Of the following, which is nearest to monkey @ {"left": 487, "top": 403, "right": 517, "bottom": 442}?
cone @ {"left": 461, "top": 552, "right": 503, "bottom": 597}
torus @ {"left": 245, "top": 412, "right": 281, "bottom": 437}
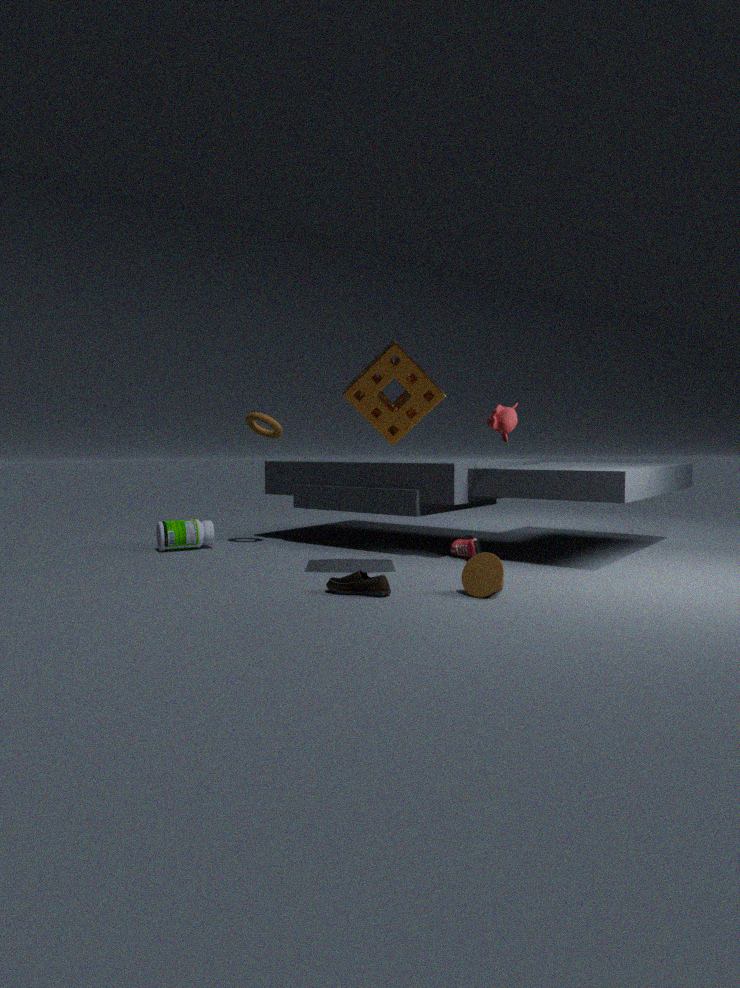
cone @ {"left": 461, "top": 552, "right": 503, "bottom": 597}
